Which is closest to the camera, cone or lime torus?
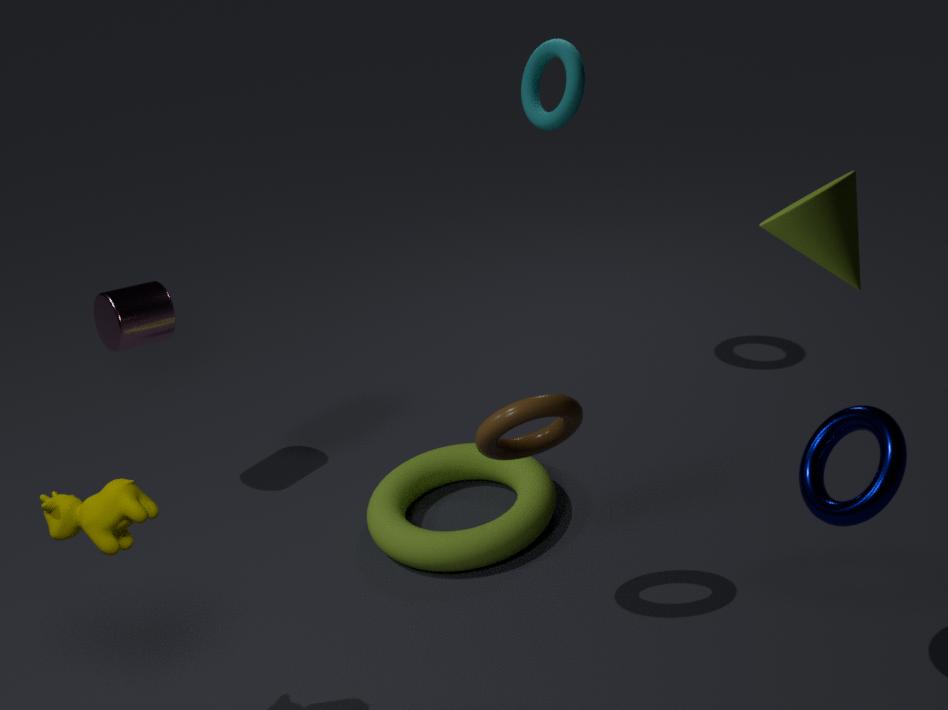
cone
